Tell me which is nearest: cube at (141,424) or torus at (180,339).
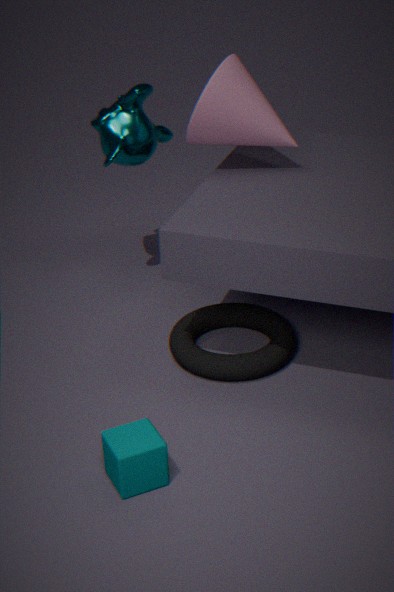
cube at (141,424)
